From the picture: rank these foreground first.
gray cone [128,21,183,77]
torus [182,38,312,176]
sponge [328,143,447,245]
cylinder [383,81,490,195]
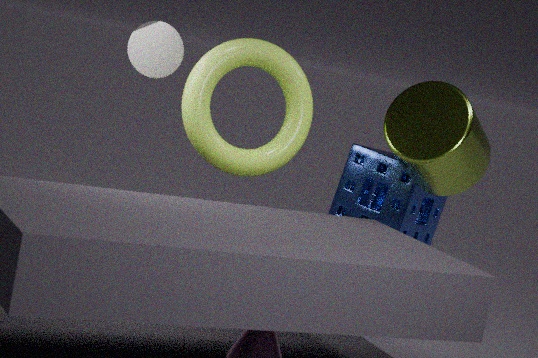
gray cone [128,21,183,77]
torus [182,38,312,176]
cylinder [383,81,490,195]
sponge [328,143,447,245]
